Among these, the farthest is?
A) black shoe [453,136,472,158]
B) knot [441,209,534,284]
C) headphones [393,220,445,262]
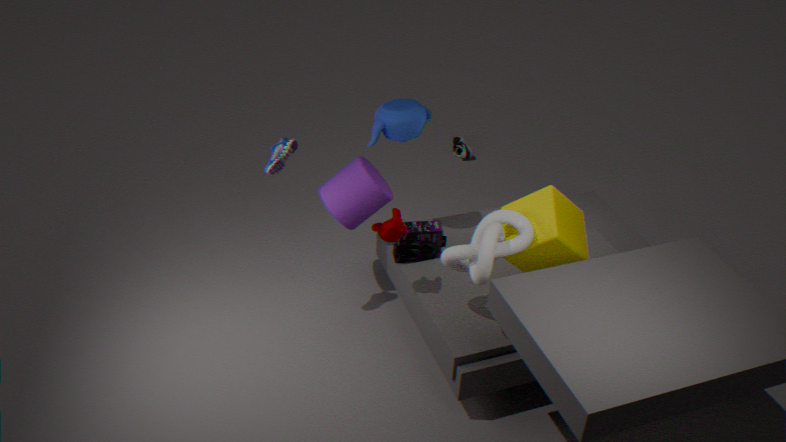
black shoe [453,136,472,158]
